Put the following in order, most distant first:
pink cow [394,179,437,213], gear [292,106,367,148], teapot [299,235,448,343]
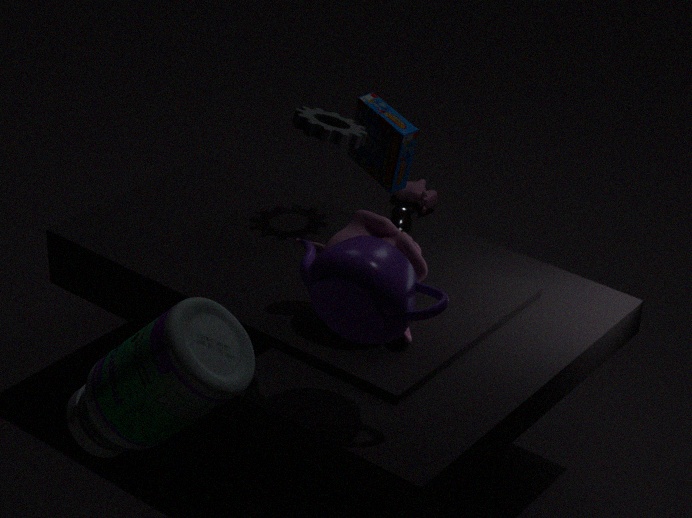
pink cow [394,179,437,213]
gear [292,106,367,148]
teapot [299,235,448,343]
